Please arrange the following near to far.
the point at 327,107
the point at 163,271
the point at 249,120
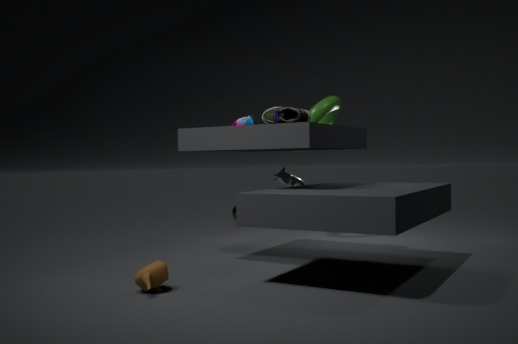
the point at 163,271, the point at 249,120, the point at 327,107
